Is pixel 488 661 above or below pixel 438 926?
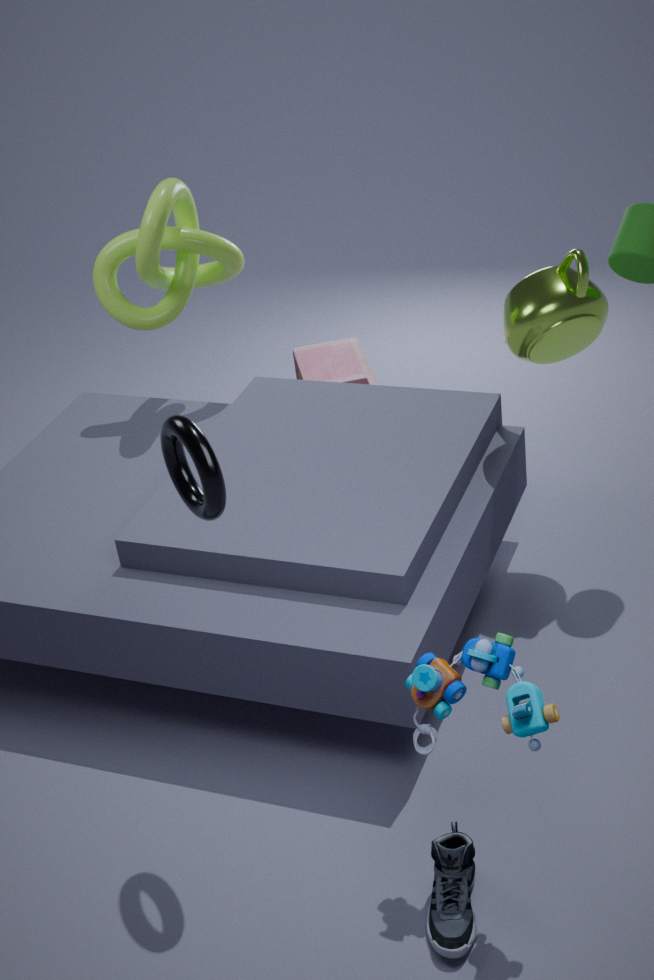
above
